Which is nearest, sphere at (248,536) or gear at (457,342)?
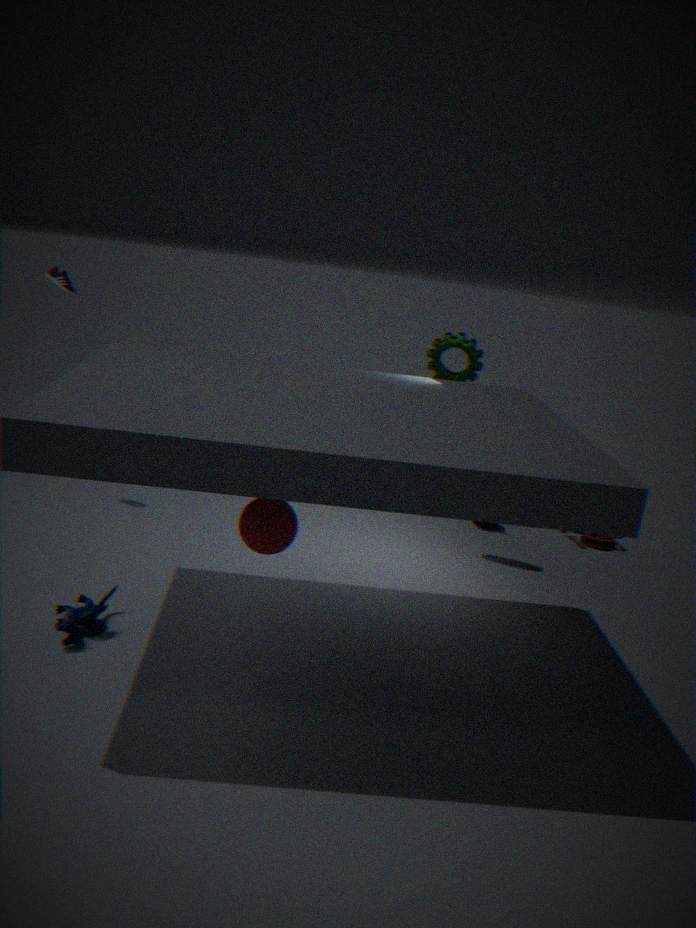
sphere at (248,536)
